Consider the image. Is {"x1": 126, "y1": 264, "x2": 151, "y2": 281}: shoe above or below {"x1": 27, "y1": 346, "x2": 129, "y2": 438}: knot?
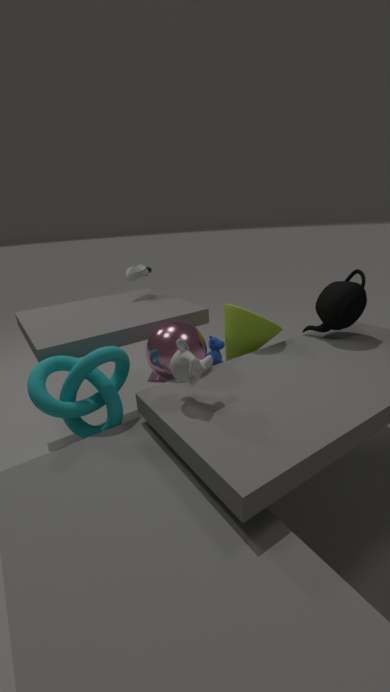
above
